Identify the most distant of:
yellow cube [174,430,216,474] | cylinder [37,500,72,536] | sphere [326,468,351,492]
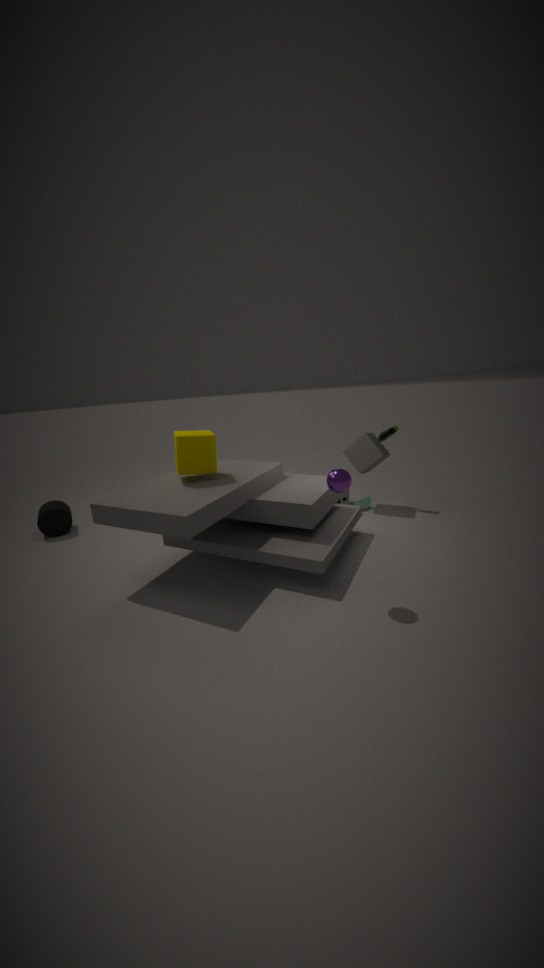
cylinder [37,500,72,536]
